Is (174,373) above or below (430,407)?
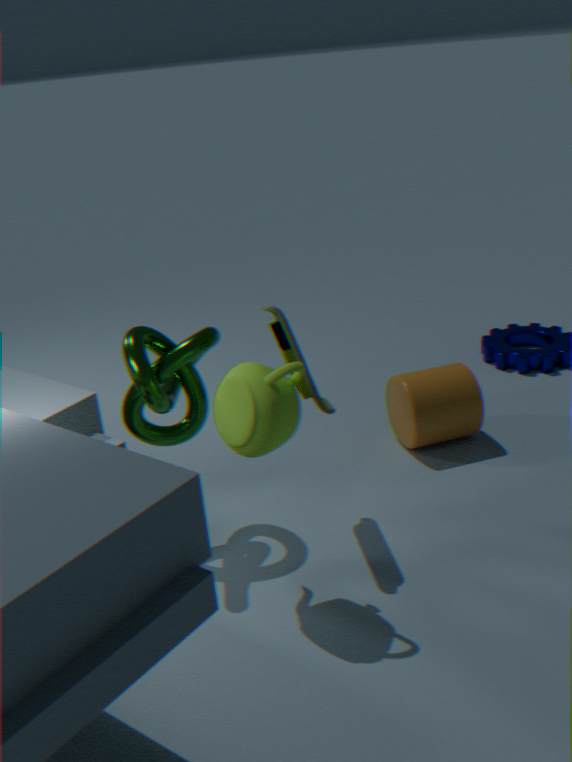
above
